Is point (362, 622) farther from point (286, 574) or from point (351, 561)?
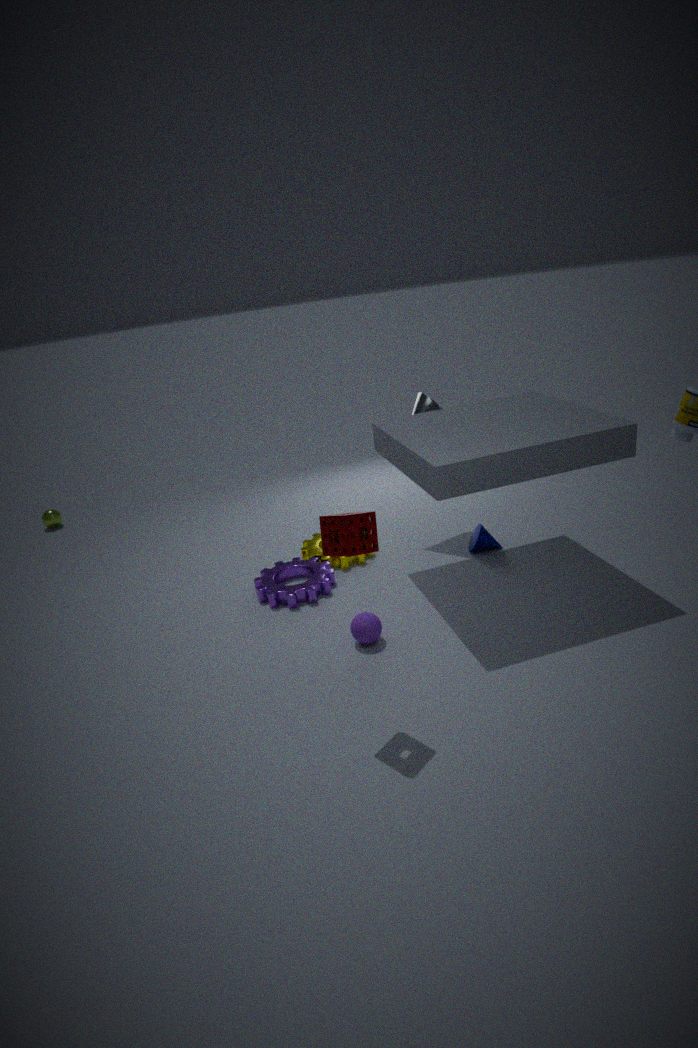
point (351, 561)
